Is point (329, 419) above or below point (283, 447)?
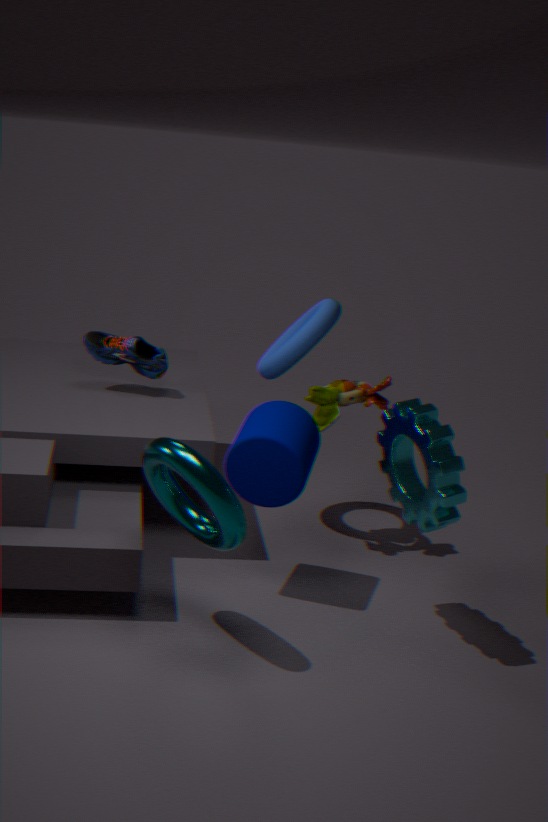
above
